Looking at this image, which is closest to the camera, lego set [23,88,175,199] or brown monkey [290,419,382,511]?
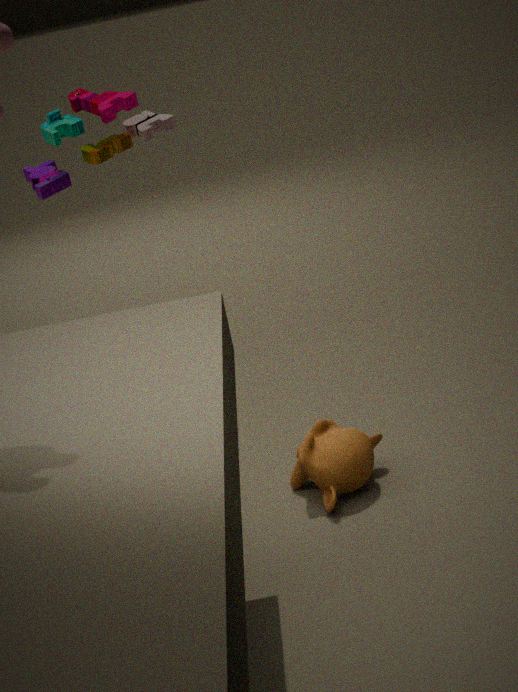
brown monkey [290,419,382,511]
